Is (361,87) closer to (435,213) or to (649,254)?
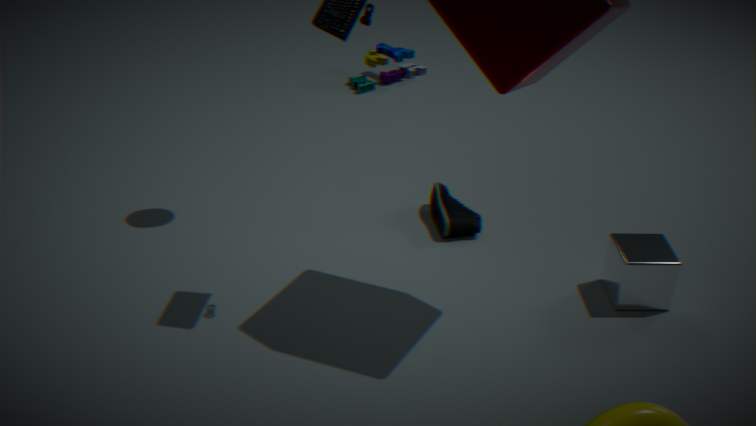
(435,213)
